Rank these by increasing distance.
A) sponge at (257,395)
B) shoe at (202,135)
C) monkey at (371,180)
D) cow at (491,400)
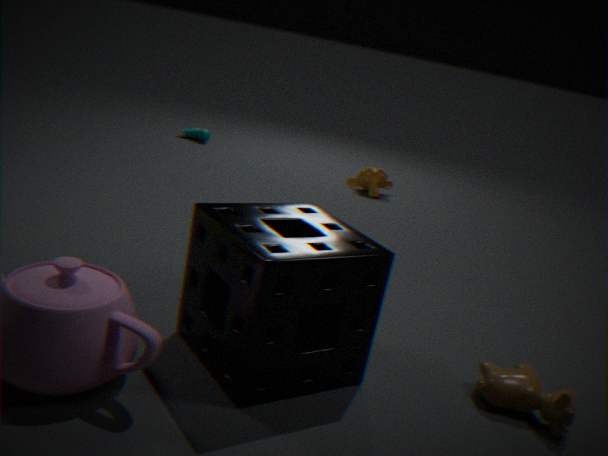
sponge at (257,395)
cow at (491,400)
monkey at (371,180)
shoe at (202,135)
